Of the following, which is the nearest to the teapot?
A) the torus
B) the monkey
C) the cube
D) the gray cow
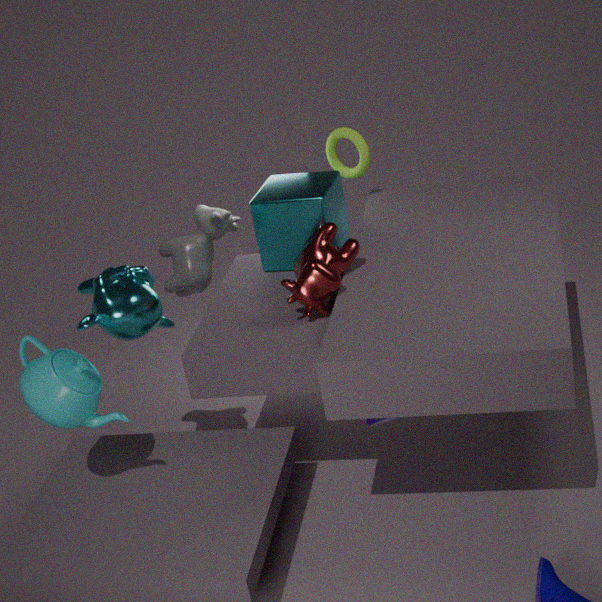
the monkey
